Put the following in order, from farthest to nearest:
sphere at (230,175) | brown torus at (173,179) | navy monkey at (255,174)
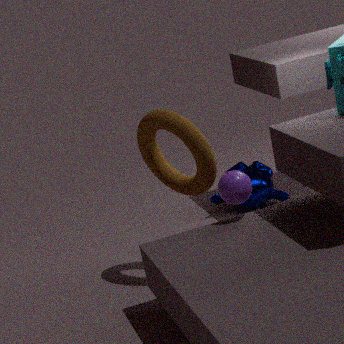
navy monkey at (255,174) < brown torus at (173,179) < sphere at (230,175)
